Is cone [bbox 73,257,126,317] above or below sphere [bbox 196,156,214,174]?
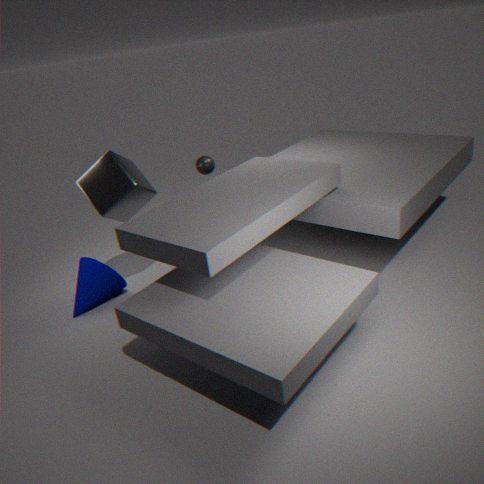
below
